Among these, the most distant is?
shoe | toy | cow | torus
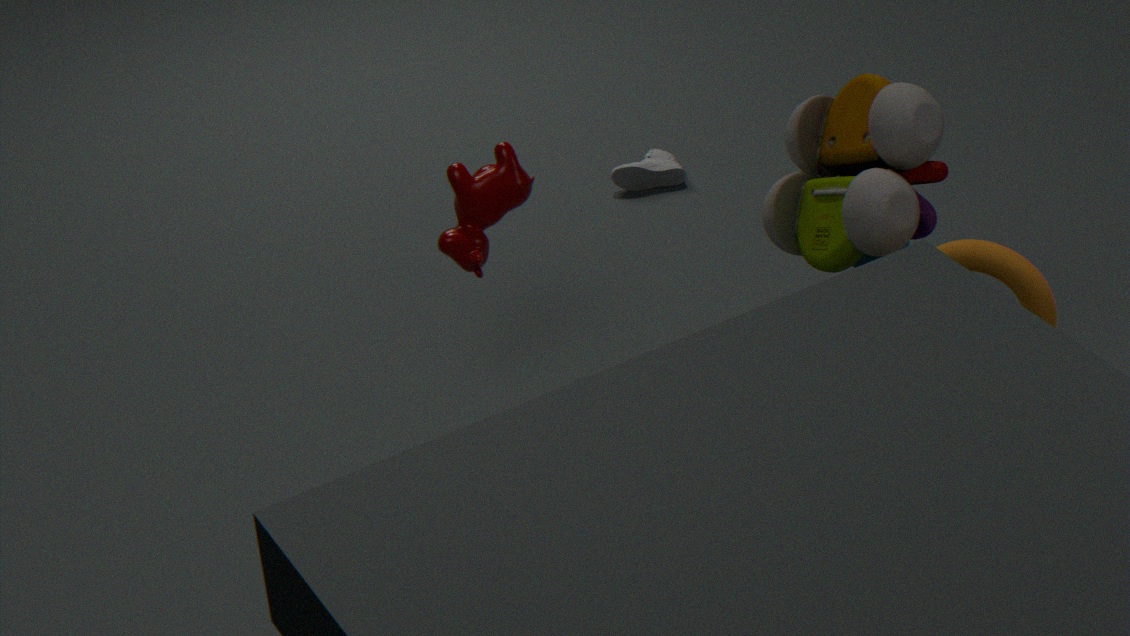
shoe
